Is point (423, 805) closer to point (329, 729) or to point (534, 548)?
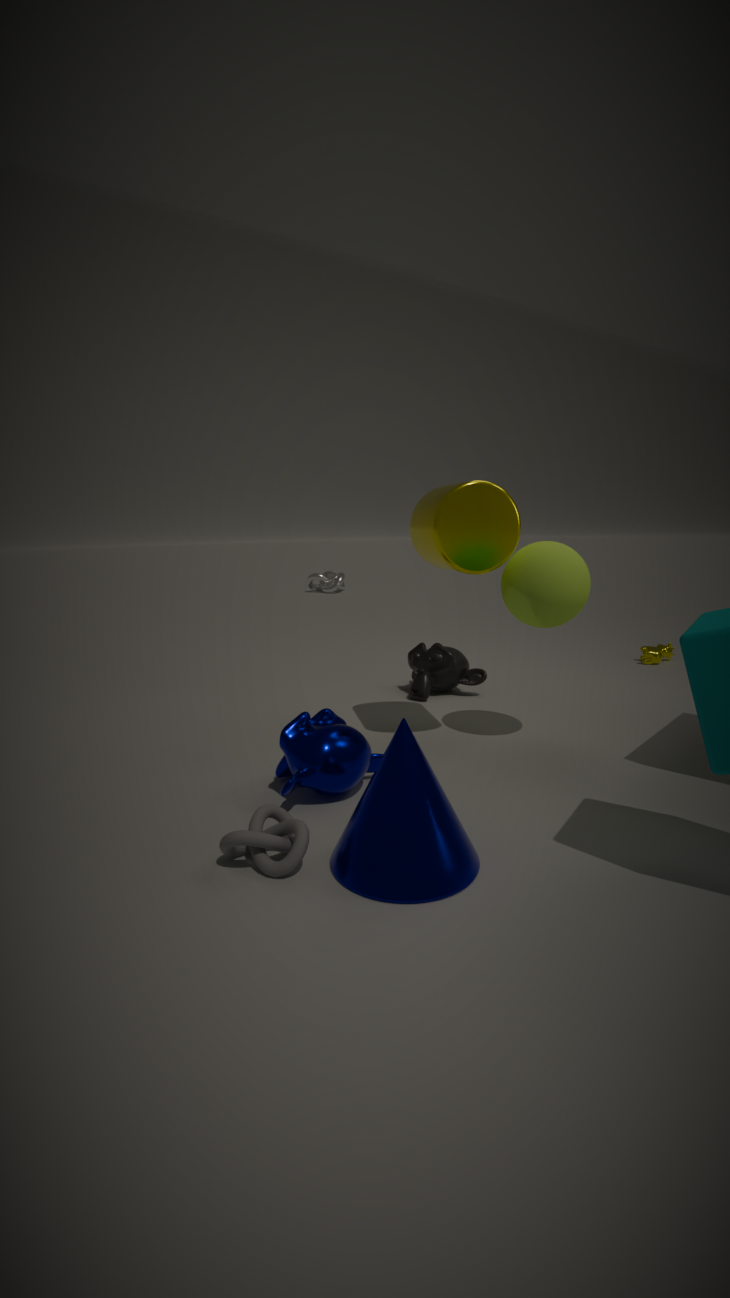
point (329, 729)
